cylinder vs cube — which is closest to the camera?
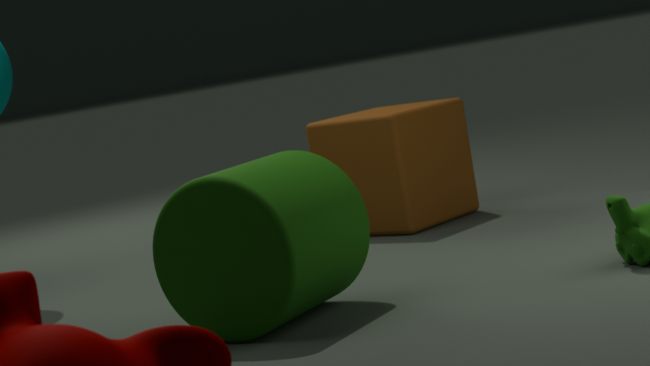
cylinder
